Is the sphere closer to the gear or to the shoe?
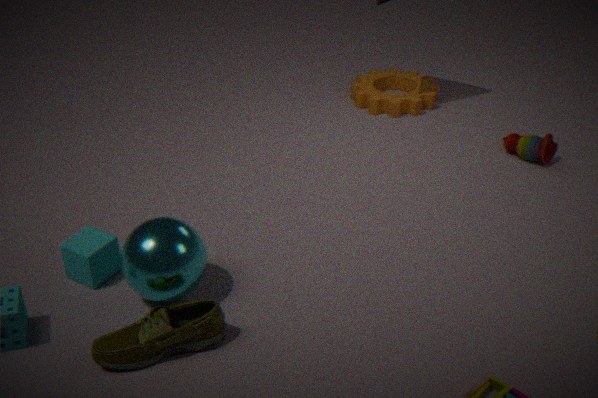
the shoe
